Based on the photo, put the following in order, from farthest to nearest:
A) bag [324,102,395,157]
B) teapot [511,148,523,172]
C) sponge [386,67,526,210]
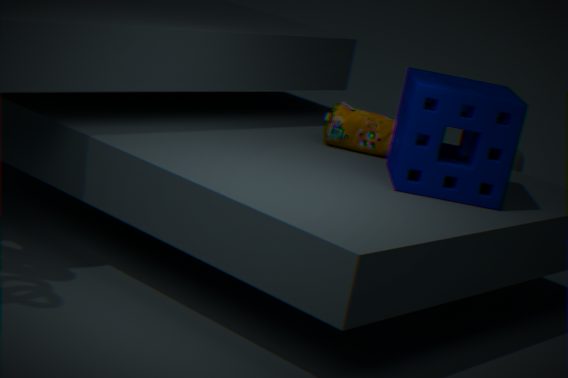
teapot [511,148,523,172] → bag [324,102,395,157] → sponge [386,67,526,210]
